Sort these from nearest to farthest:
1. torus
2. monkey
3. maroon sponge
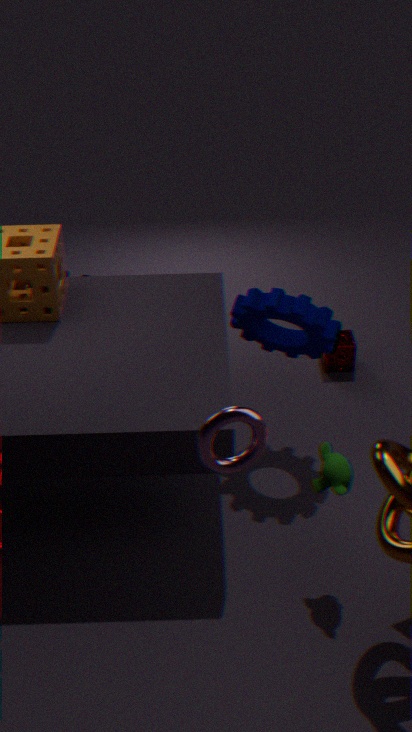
torus → monkey → maroon sponge
